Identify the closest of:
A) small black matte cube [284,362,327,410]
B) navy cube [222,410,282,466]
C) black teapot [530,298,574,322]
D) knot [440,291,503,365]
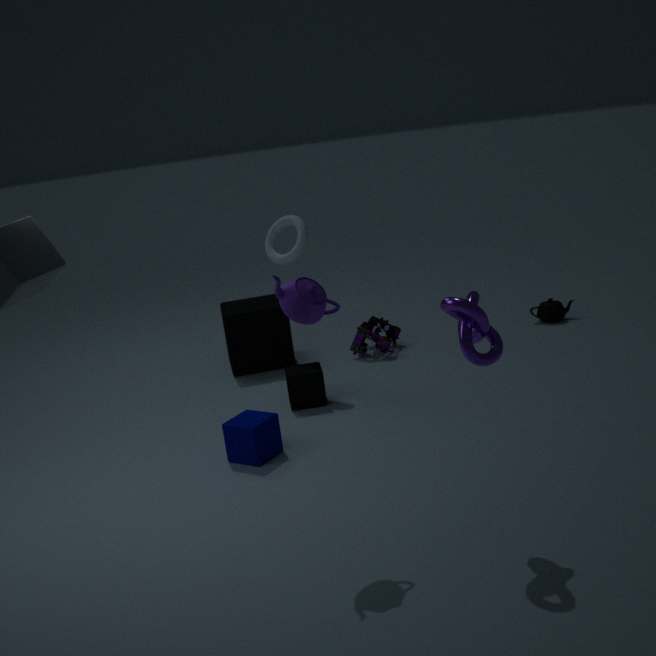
knot [440,291,503,365]
